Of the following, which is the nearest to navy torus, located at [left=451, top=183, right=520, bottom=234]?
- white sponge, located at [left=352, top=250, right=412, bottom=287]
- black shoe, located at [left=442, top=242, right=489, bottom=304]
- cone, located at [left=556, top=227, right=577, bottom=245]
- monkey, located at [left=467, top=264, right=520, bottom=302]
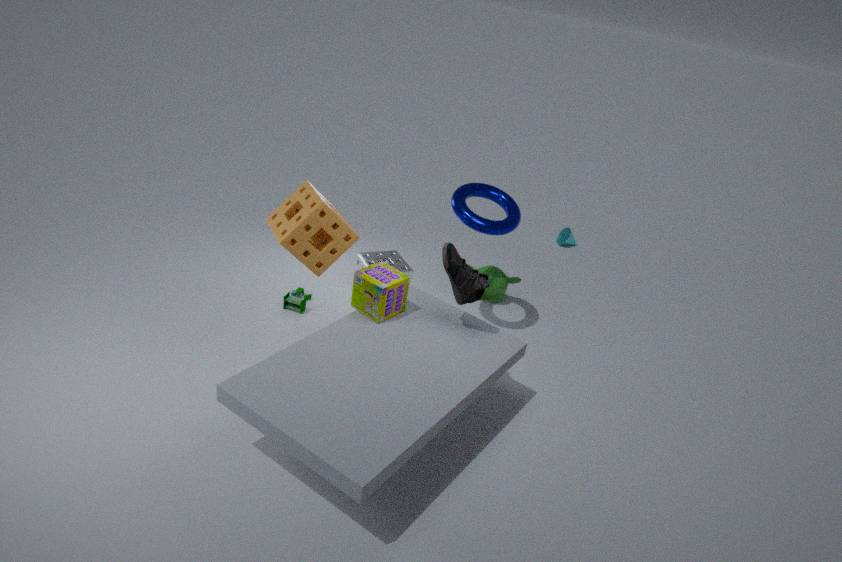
black shoe, located at [left=442, top=242, right=489, bottom=304]
